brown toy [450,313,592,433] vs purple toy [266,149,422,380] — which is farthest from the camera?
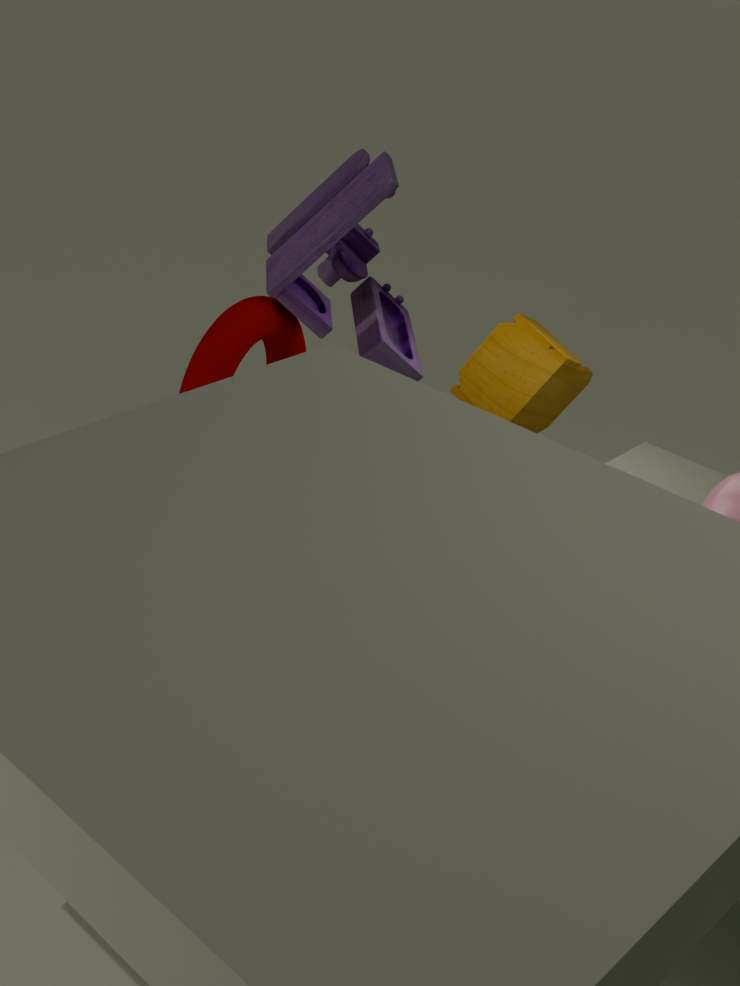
brown toy [450,313,592,433]
